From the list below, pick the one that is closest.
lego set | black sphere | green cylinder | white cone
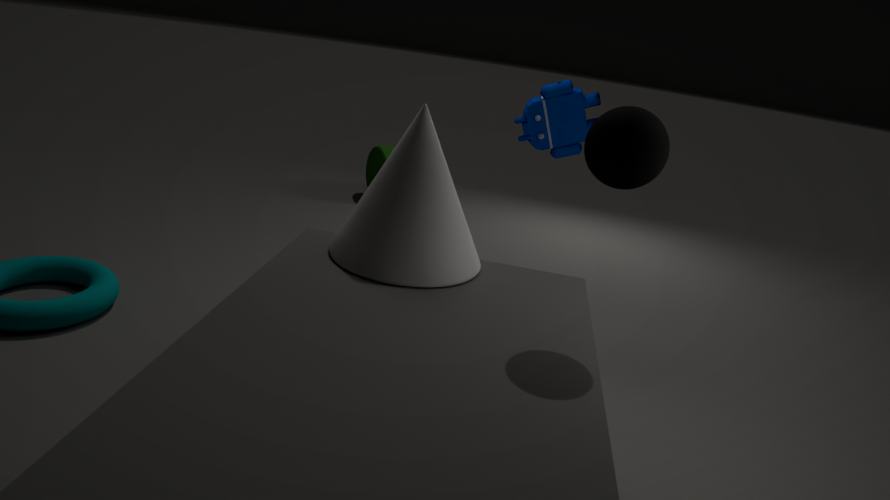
black sphere
